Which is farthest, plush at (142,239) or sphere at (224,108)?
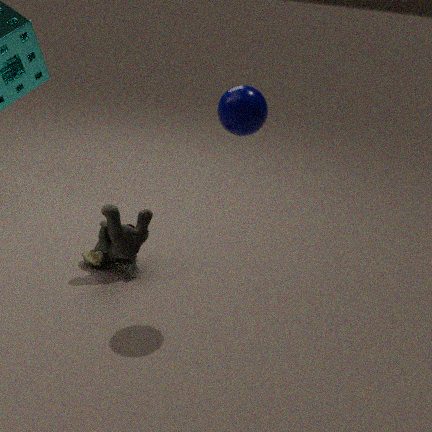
plush at (142,239)
